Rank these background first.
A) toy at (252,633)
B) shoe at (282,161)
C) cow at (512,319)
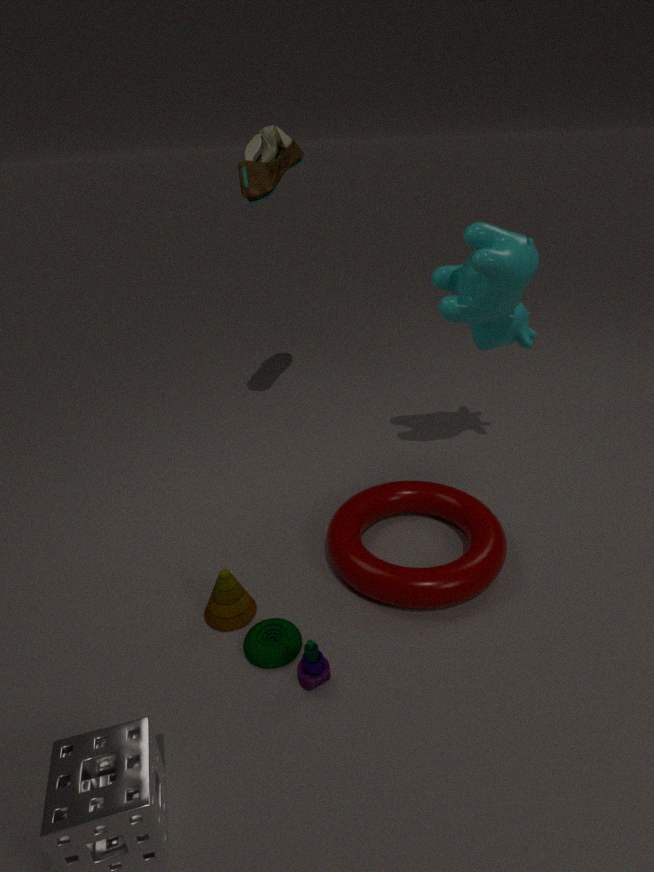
shoe at (282,161) < cow at (512,319) < toy at (252,633)
